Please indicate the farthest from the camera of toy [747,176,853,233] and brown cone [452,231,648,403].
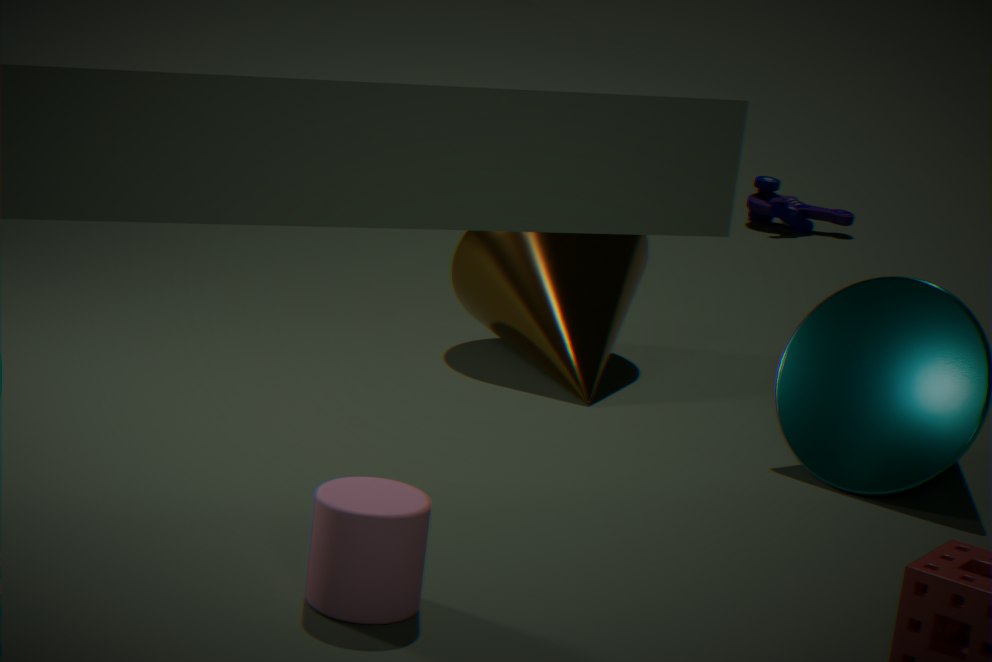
toy [747,176,853,233]
